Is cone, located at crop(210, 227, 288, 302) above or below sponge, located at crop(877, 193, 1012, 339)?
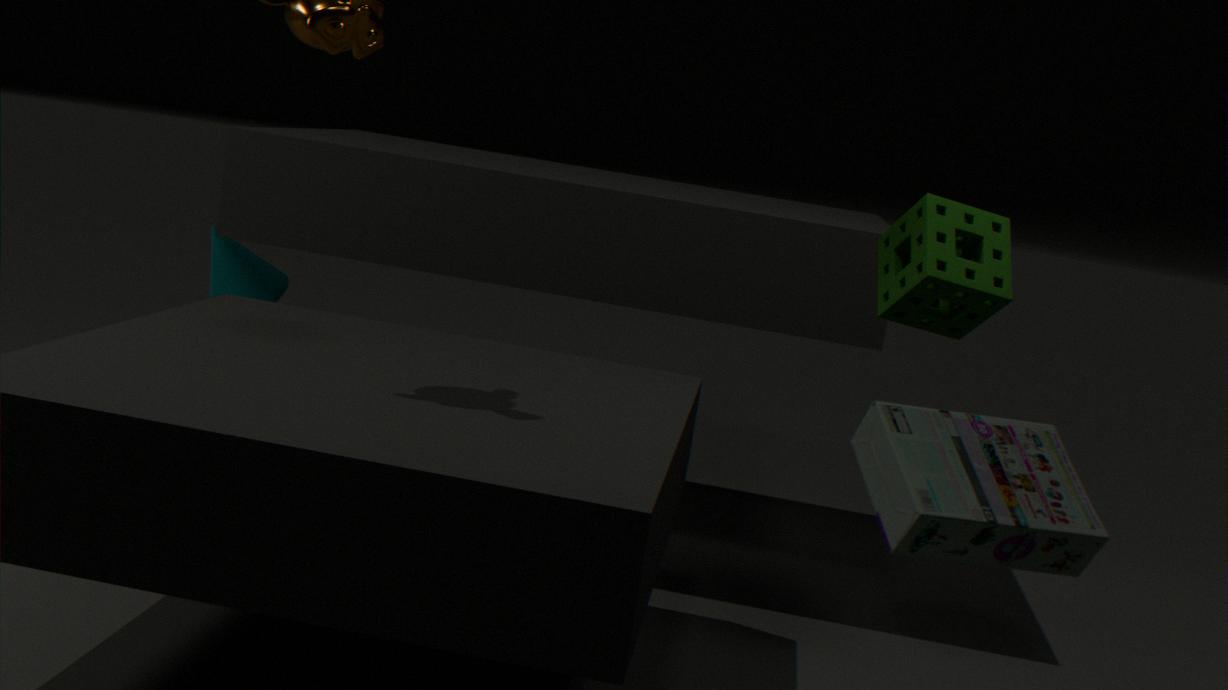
below
